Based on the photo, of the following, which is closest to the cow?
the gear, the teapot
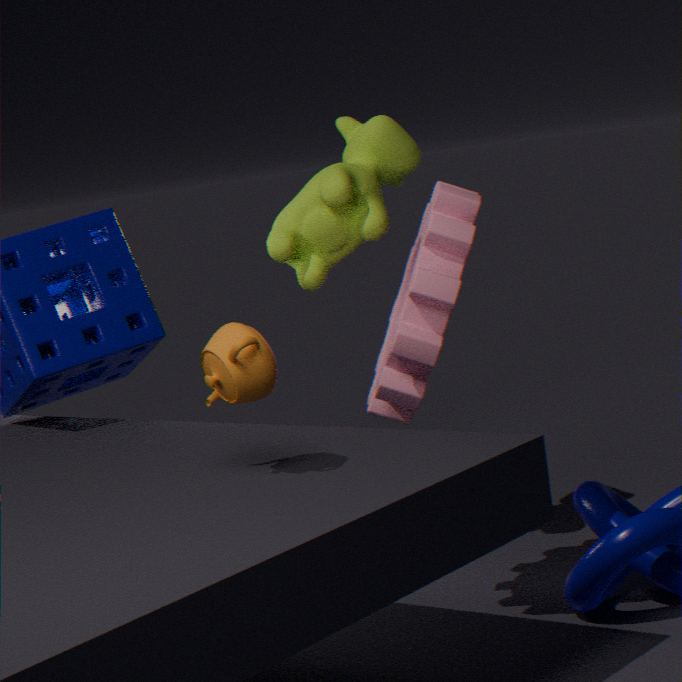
the gear
